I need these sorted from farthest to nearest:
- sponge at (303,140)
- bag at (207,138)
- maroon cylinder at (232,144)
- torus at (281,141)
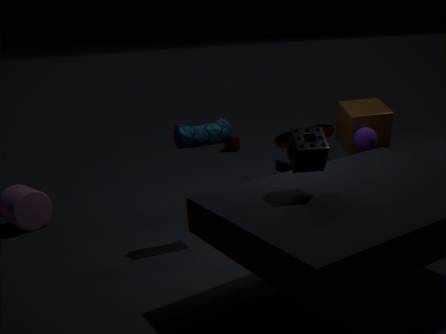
maroon cylinder at (232,144)
torus at (281,141)
bag at (207,138)
sponge at (303,140)
